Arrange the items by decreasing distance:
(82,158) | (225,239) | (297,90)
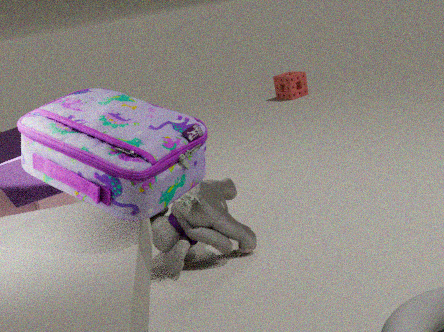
1. (297,90)
2. (225,239)
3. (82,158)
